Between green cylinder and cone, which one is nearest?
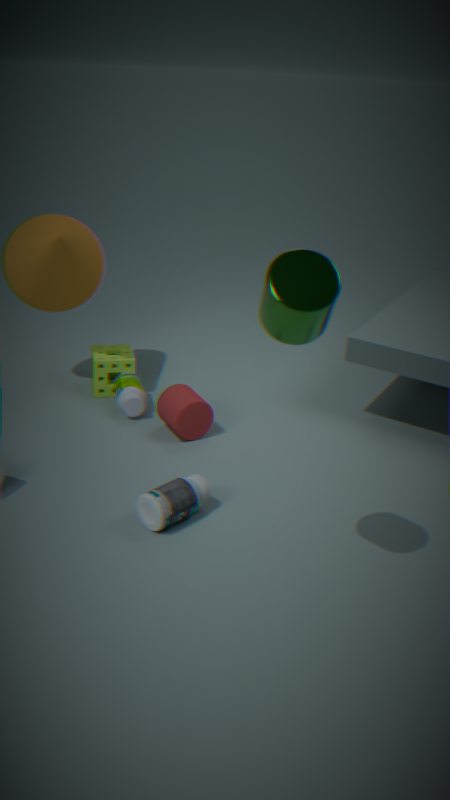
green cylinder
